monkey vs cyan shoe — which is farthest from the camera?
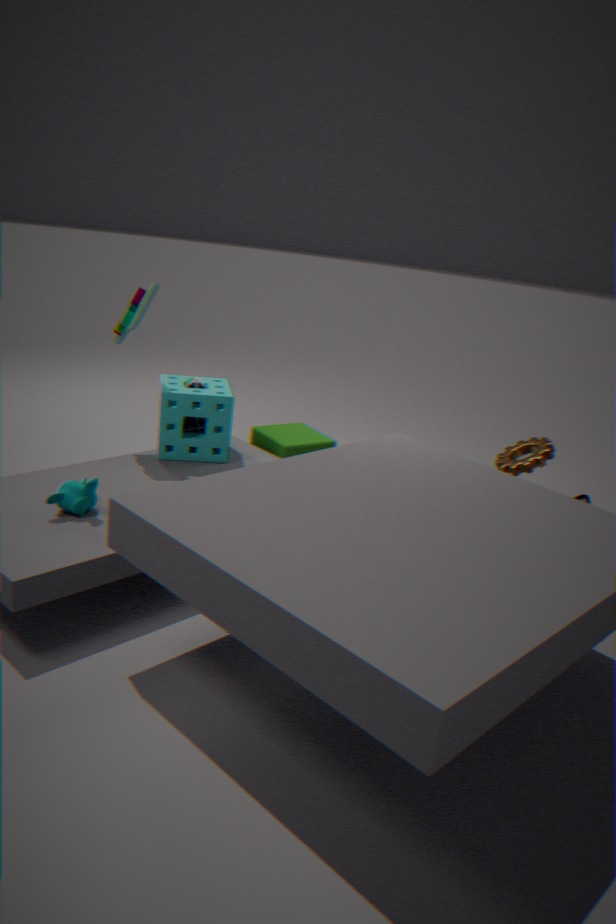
cyan shoe
